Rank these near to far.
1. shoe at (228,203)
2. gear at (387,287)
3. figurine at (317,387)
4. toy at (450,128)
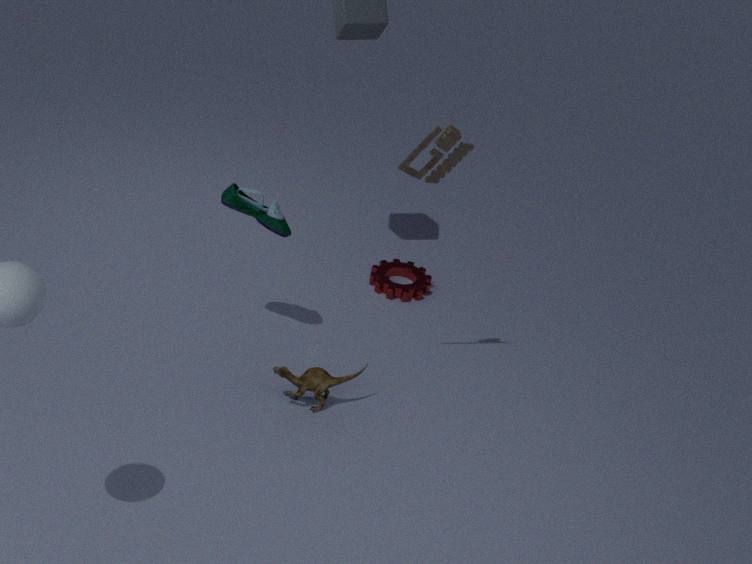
toy at (450,128)
figurine at (317,387)
shoe at (228,203)
gear at (387,287)
